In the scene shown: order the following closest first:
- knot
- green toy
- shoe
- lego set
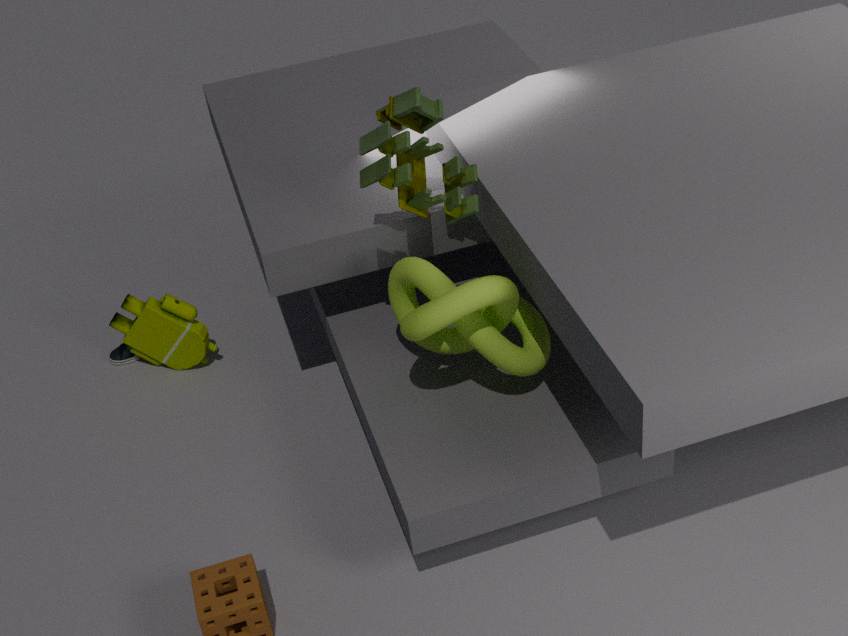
knot
green toy
lego set
shoe
